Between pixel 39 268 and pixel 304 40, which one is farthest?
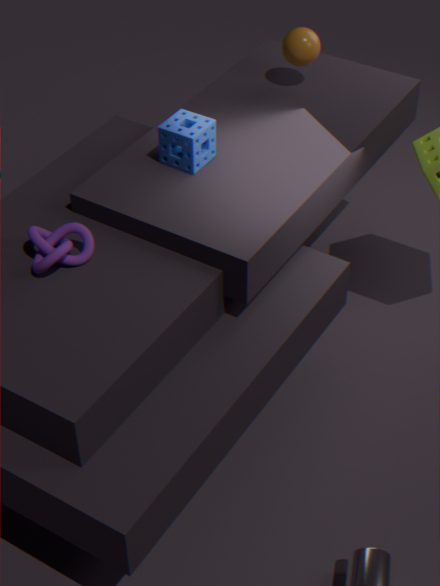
pixel 304 40
